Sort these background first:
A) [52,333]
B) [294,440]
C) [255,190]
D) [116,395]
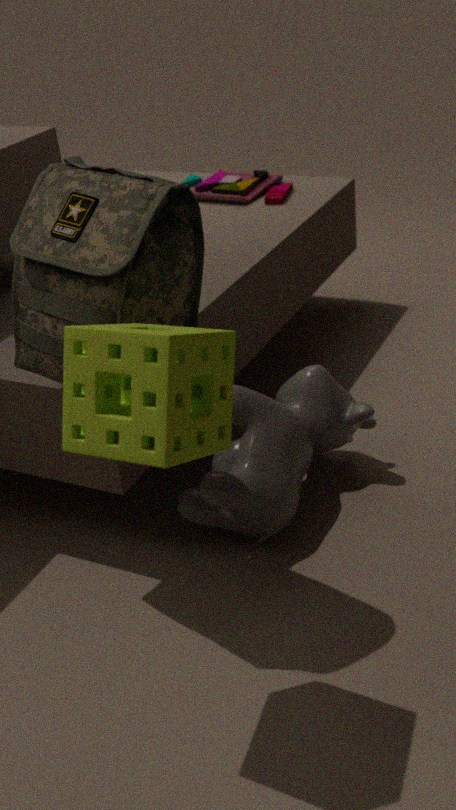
[255,190] < [294,440] < [52,333] < [116,395]
